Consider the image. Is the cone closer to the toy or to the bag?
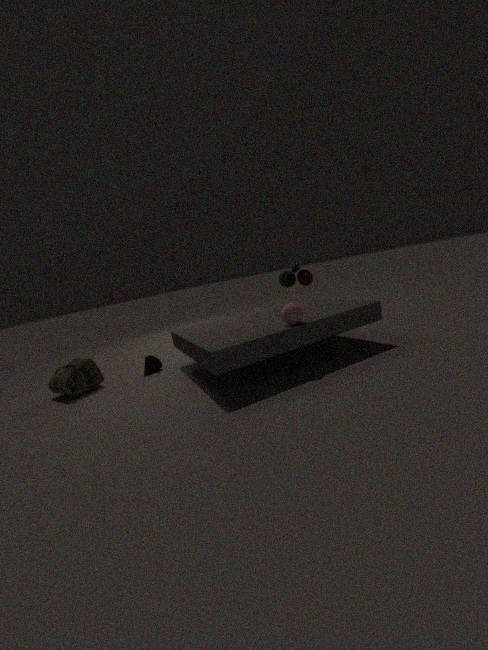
the bag
